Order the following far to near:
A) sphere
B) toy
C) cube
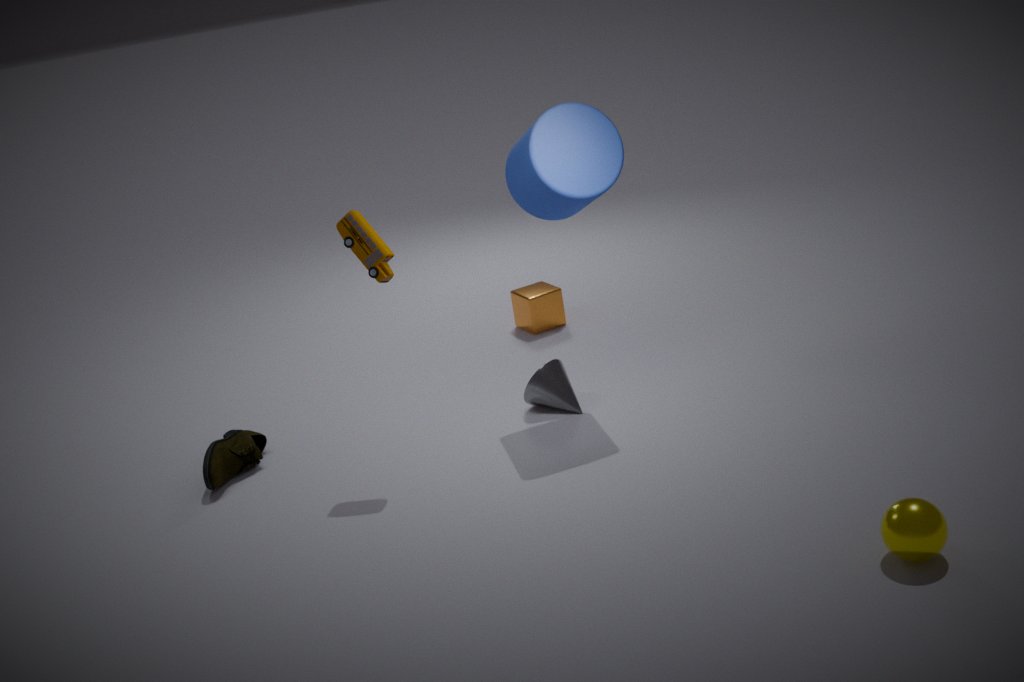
cube < toy < sphere
